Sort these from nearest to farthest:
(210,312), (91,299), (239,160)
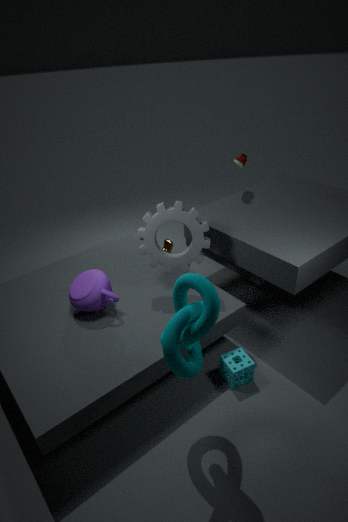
1. (210,312)
2. (91,299)
3. (239,160)
